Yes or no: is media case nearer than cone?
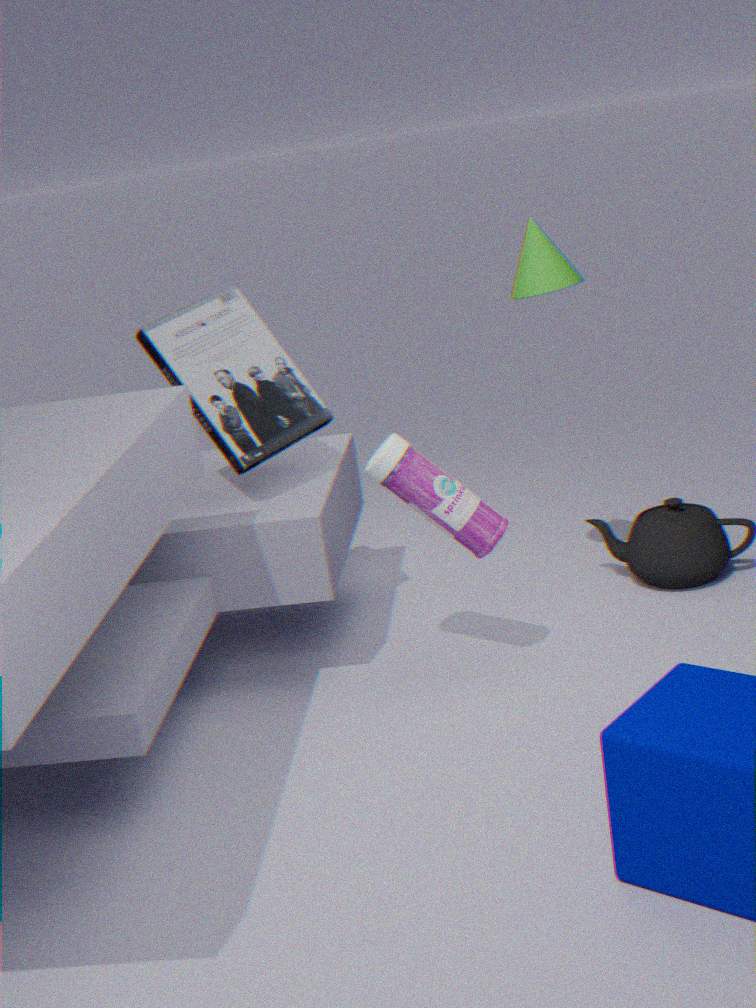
No
